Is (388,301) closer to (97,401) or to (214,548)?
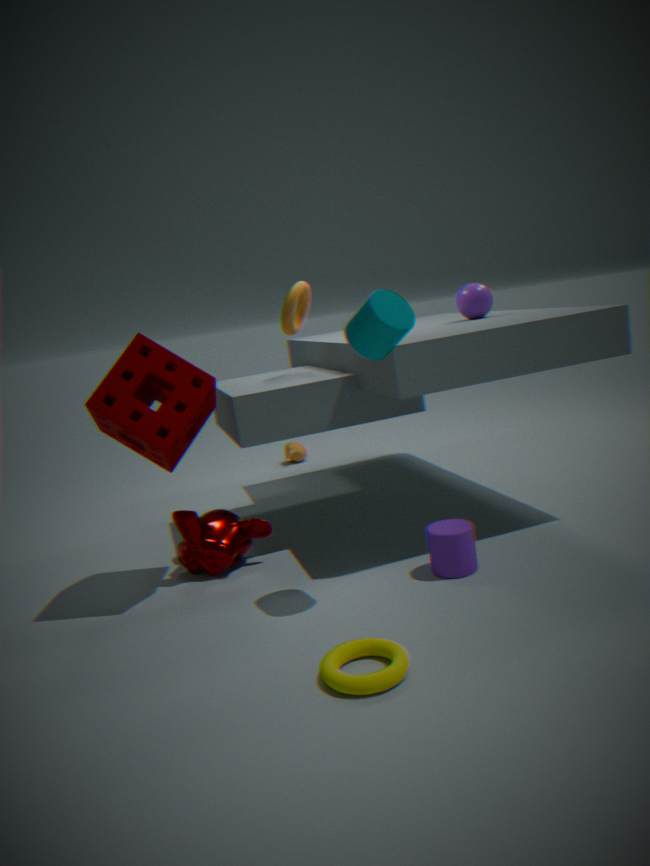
(97,401)
